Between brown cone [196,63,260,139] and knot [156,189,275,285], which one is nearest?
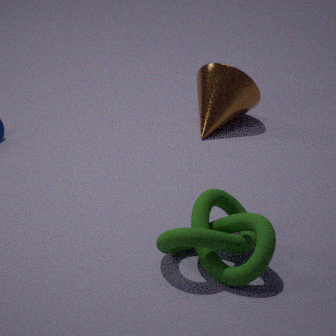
knot [156,189,275,285]
